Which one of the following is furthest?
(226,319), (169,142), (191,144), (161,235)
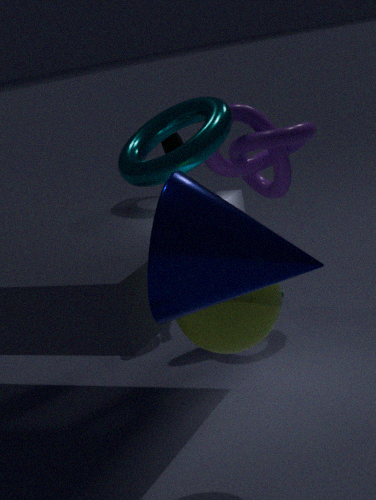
(169,142)
